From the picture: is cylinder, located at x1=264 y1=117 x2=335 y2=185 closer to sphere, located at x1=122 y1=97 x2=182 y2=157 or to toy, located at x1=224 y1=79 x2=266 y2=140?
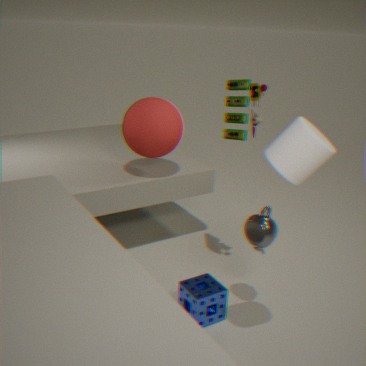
toy, located at x1=224 y1=79 x2=266 y2=140
